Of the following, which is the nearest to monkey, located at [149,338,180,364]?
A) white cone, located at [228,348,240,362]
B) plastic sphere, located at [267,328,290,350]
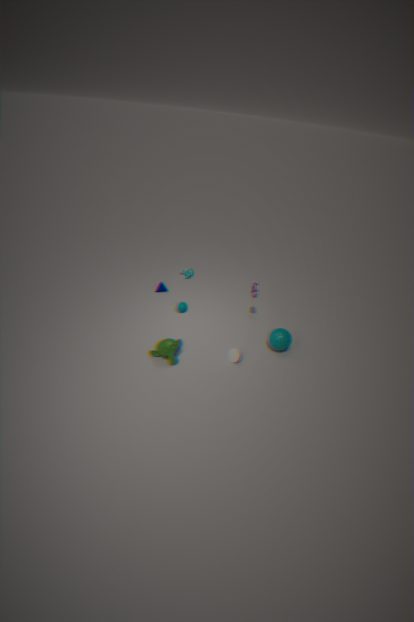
white cone, located at [228,348,240,362]
